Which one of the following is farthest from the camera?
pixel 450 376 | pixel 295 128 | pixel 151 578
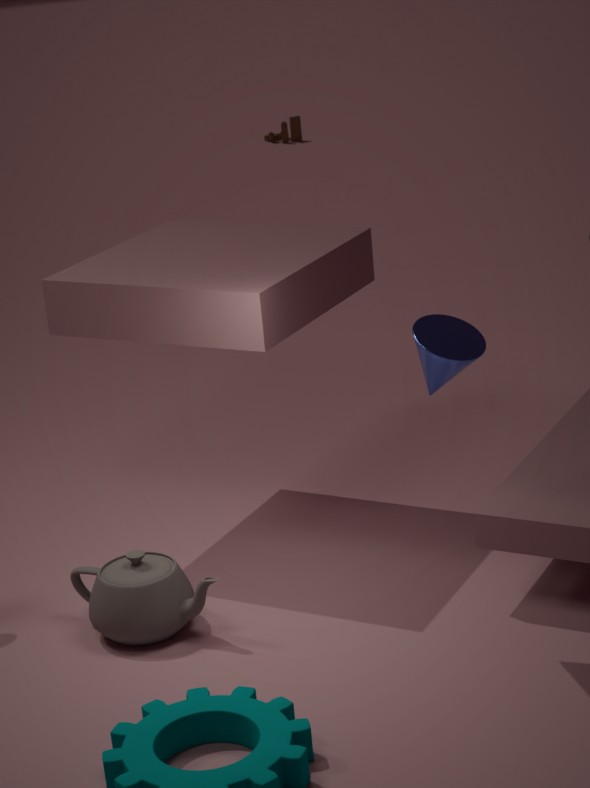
pixel 295 128
